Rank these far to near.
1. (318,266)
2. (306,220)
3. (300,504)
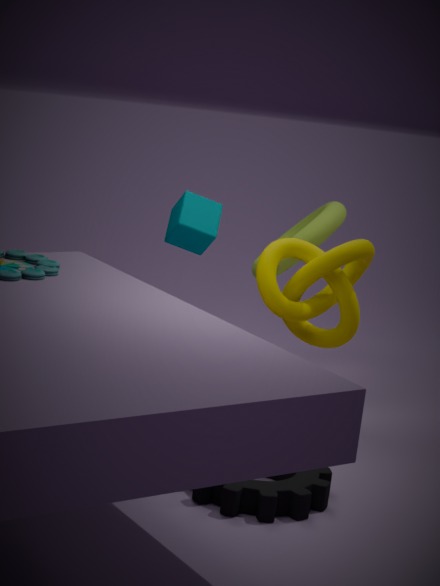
1. (306,220)
2. (318,266)
3. (300,504)
